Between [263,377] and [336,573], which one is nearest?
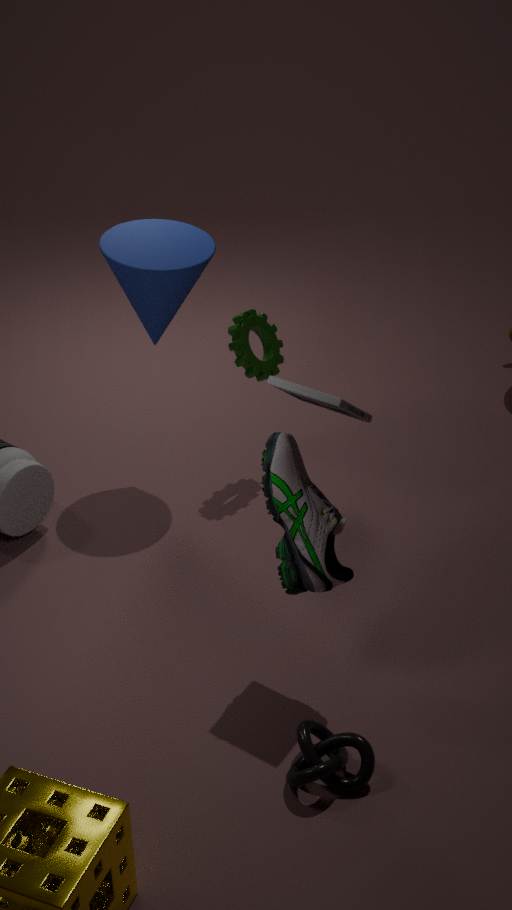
[336,573]
